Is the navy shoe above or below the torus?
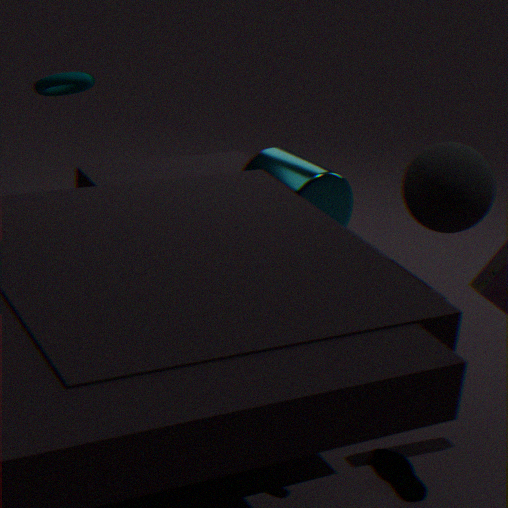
below
